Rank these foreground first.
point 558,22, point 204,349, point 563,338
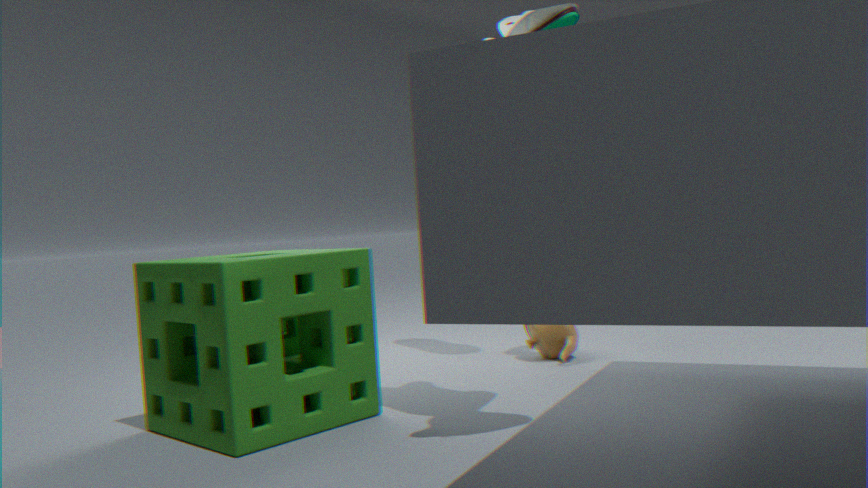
1. point 204,349
2. point 558,22
3. point 563,338
